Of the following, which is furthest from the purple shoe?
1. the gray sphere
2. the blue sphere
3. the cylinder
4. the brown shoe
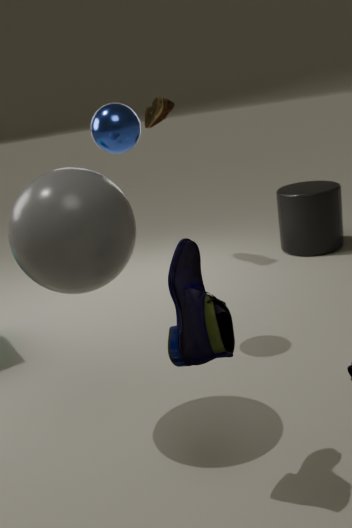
the cylinder
